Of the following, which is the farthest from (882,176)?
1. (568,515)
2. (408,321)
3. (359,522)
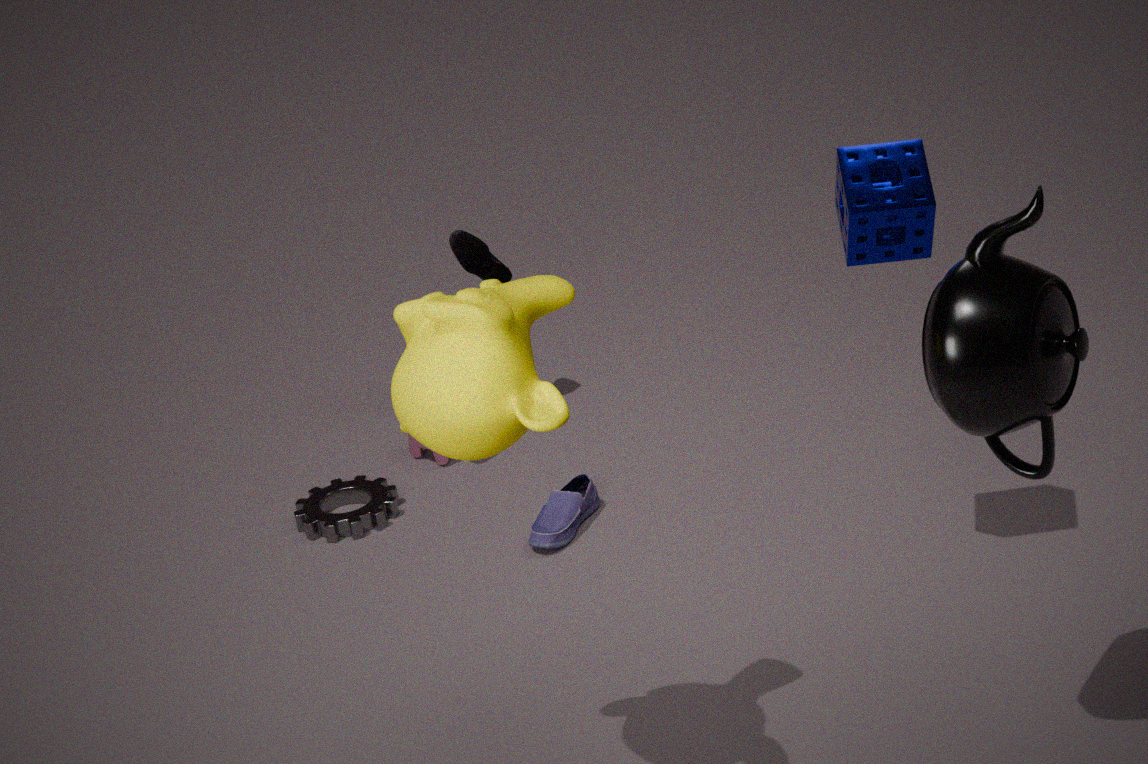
(359,522)
